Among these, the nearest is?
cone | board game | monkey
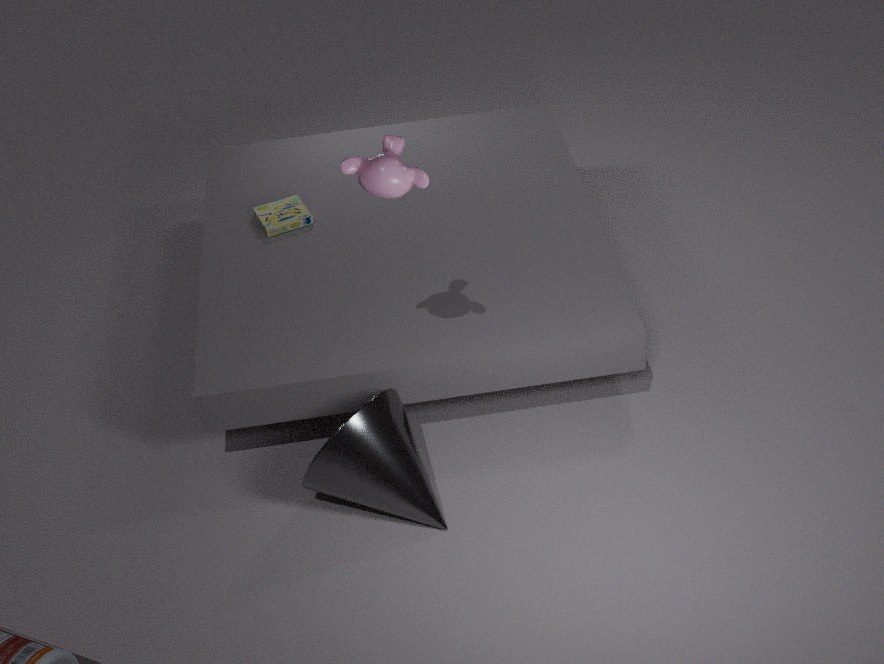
monkey
